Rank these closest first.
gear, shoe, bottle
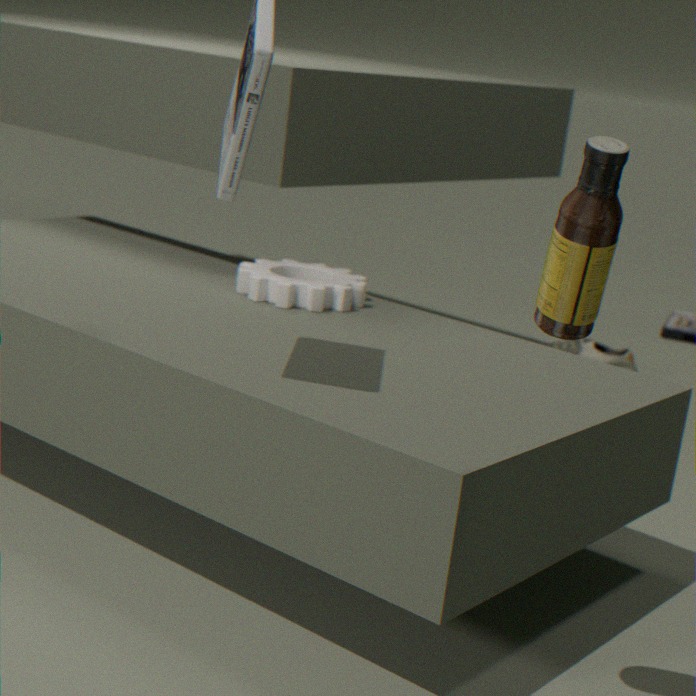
bottle < gear < shoe
